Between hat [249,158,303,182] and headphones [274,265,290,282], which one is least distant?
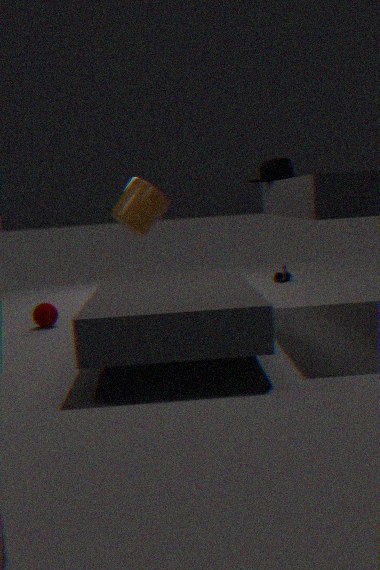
hat [249,158,303,182]
